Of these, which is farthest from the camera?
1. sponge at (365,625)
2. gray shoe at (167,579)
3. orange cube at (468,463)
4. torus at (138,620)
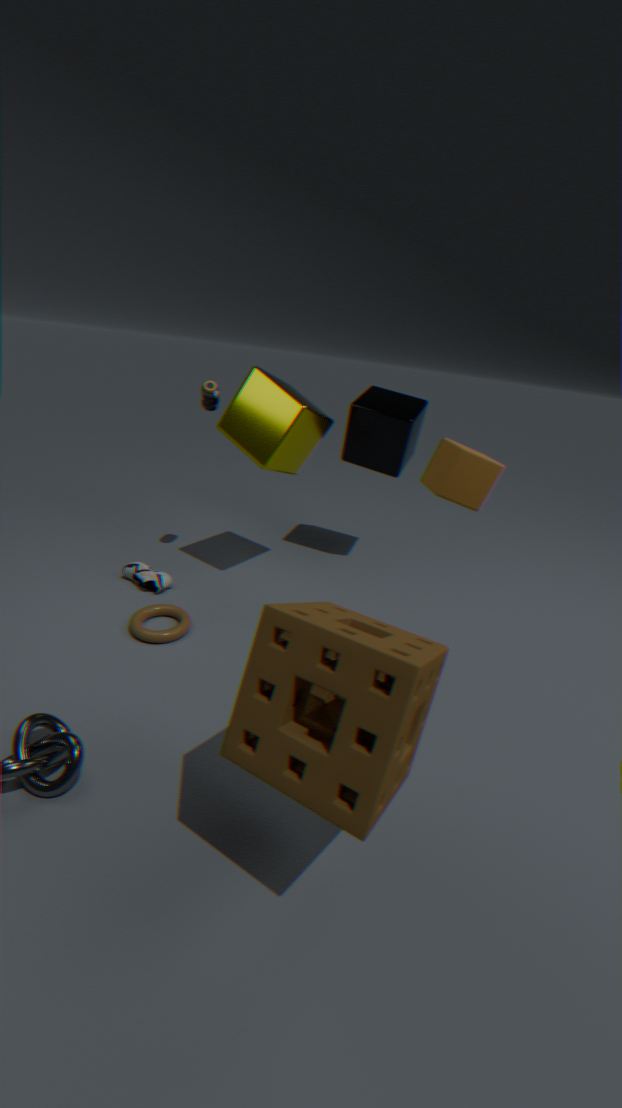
gray shoe at (167,579)
